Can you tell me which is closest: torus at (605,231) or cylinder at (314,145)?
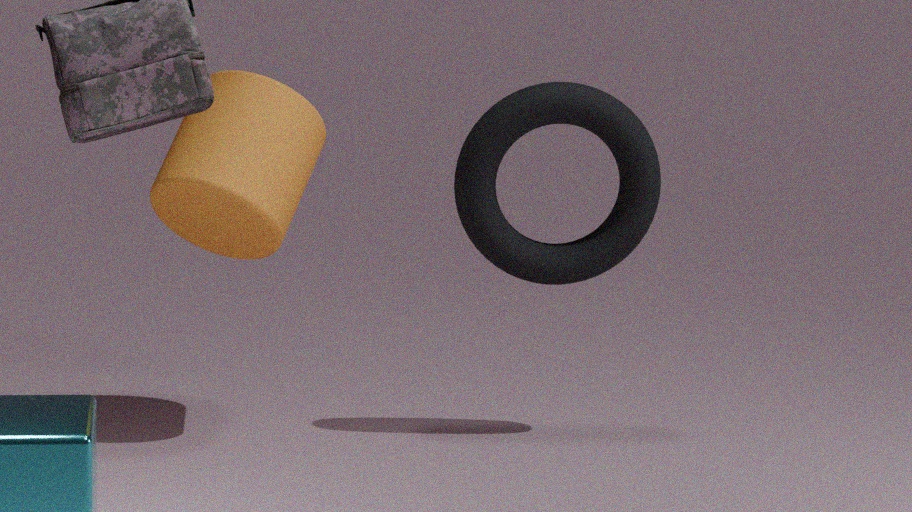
cylinder at (314,145)
